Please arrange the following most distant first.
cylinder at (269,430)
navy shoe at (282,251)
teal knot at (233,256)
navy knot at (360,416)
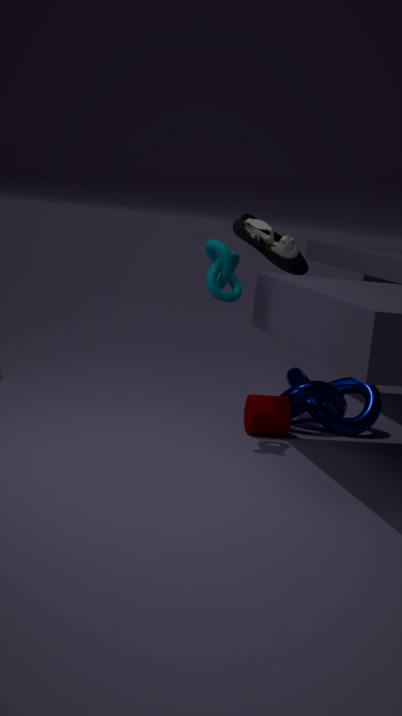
navy knot at (360,416) < navy shoe at (282,251) < cylinder at (269,430) < teal knot at (233,256)
